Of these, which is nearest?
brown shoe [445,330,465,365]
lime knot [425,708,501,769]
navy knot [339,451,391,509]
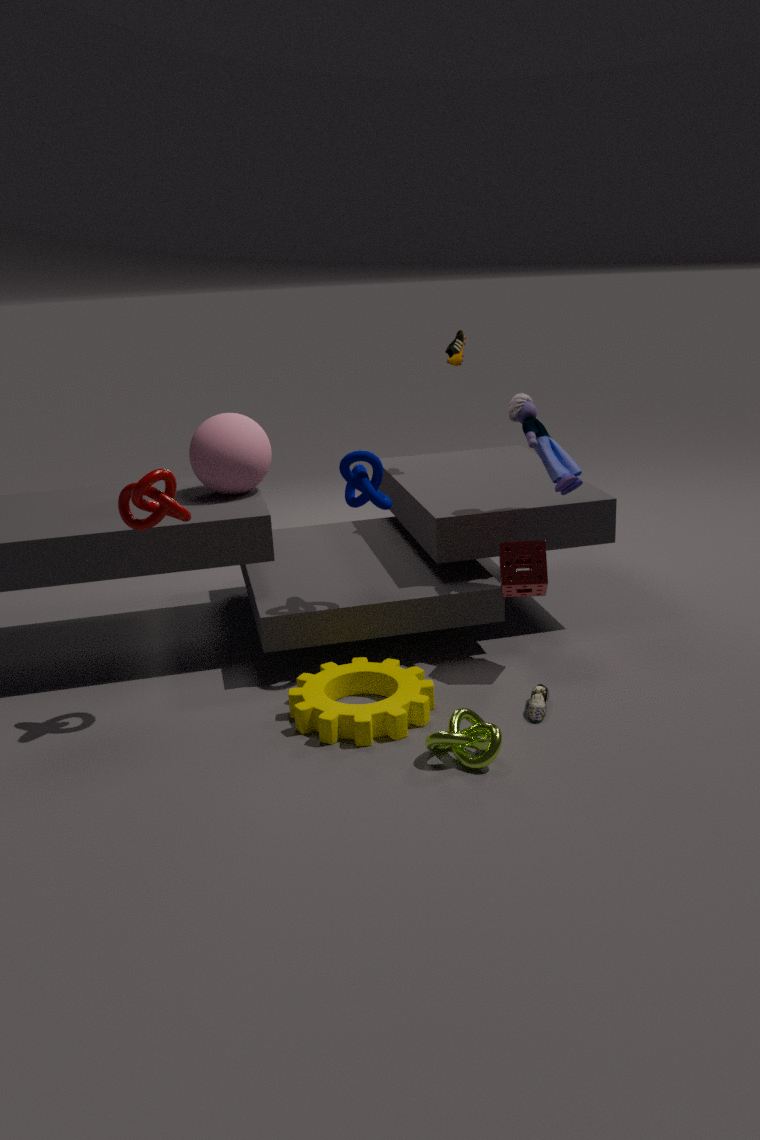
lime knot [425,708,501,769]
